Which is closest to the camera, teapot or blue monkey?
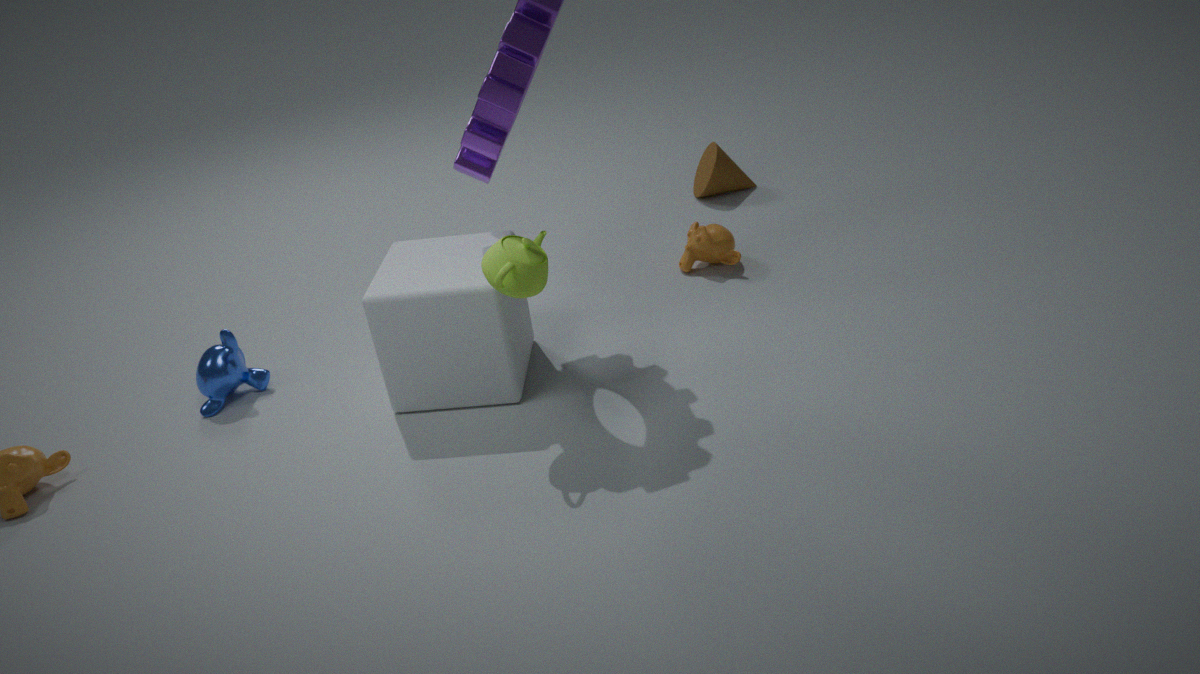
teapot
